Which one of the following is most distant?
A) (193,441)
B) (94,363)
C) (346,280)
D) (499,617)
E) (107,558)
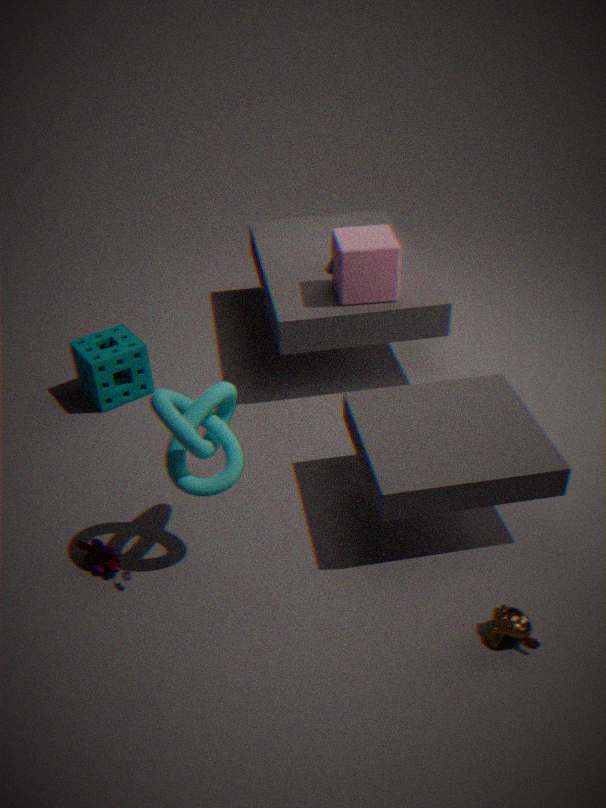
(94,363)
